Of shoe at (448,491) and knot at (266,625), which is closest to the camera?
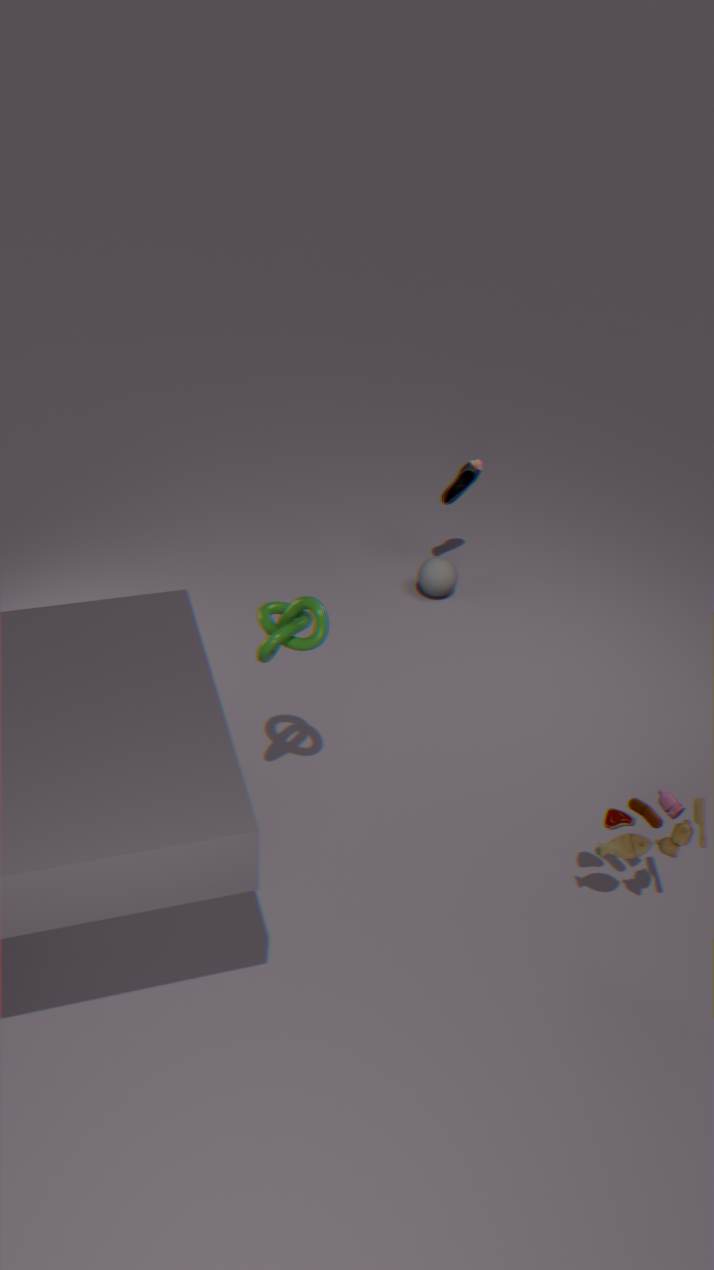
knot at (266,625)
